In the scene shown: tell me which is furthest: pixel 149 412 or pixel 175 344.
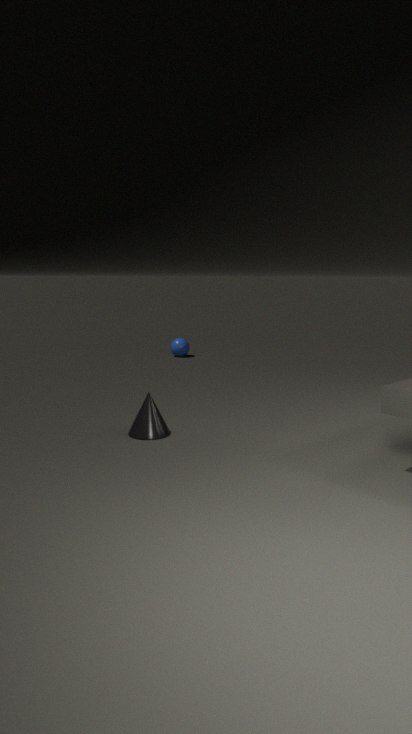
pixel 175 344
